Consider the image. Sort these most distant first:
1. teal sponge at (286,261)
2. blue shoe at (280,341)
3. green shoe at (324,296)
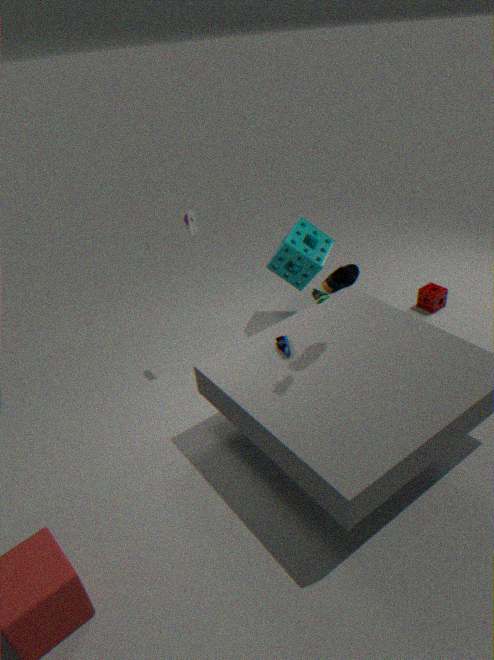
teal sponge at (286,261)
blue shoe at (280,341)
green shoe at (324,296)
